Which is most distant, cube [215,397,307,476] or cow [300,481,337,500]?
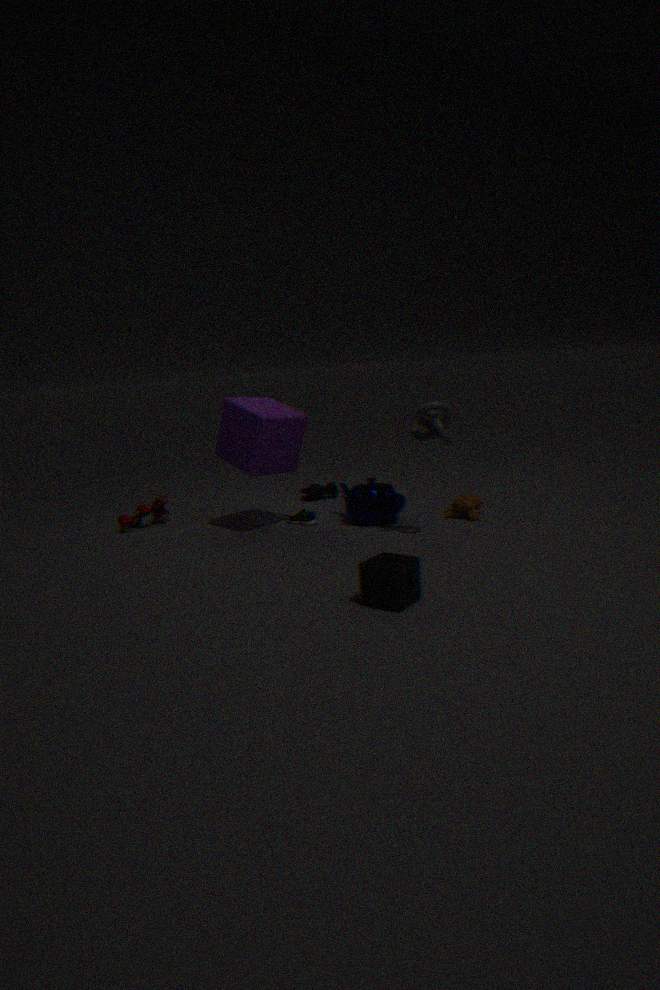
cow [300,481,337,500]
